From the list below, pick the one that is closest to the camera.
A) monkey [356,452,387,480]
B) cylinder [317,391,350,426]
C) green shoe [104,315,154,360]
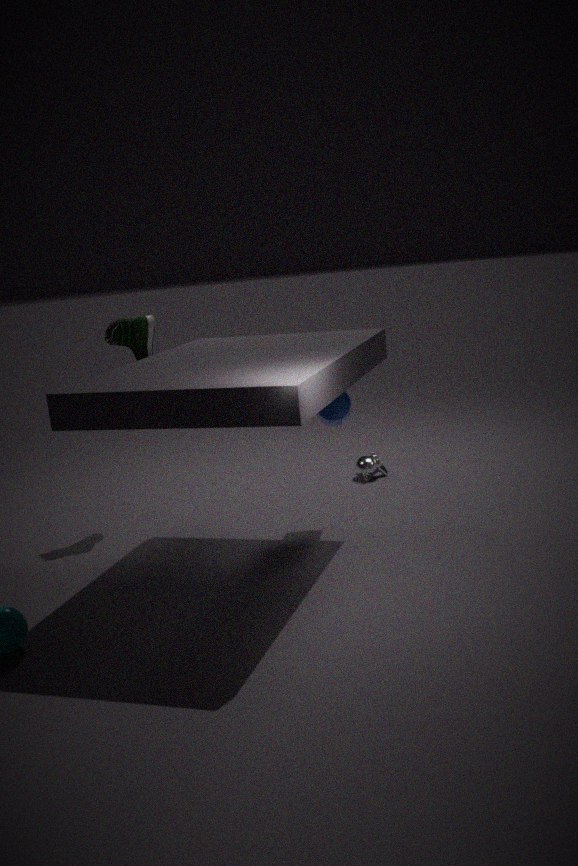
cylinder [317,391,350,426]
